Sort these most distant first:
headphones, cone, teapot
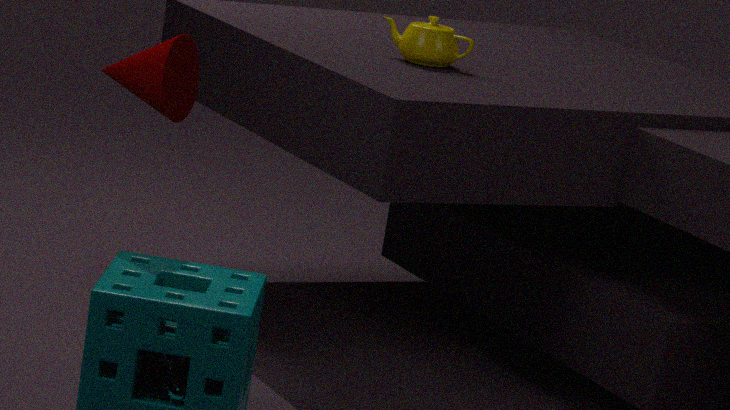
teapot, cone, headphones
